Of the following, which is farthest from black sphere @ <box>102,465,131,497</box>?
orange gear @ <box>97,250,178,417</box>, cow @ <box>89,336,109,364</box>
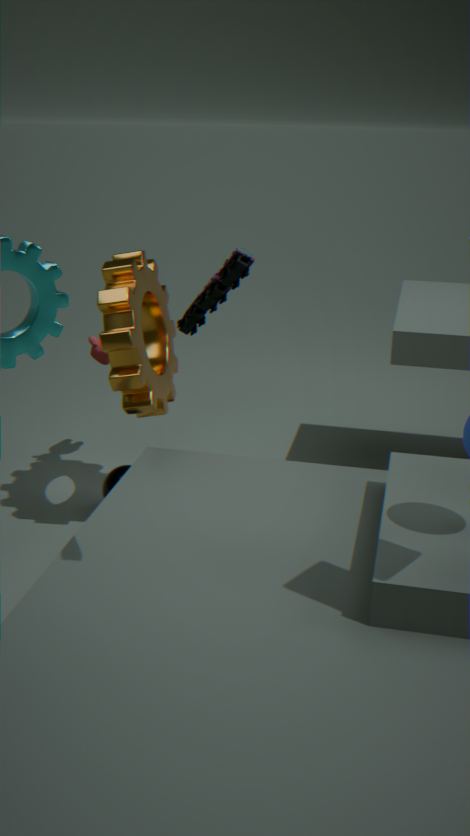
cow @ <box>89,336,109,364</box>
